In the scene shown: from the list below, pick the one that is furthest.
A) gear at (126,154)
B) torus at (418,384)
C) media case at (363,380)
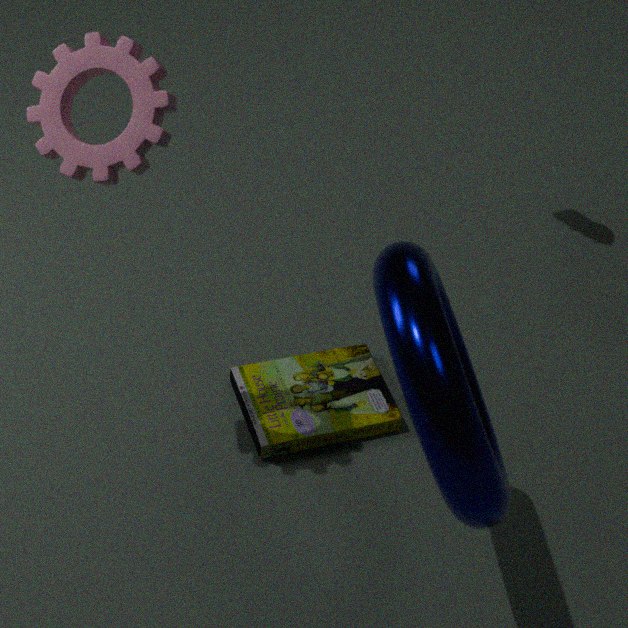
media case at (363,380)
